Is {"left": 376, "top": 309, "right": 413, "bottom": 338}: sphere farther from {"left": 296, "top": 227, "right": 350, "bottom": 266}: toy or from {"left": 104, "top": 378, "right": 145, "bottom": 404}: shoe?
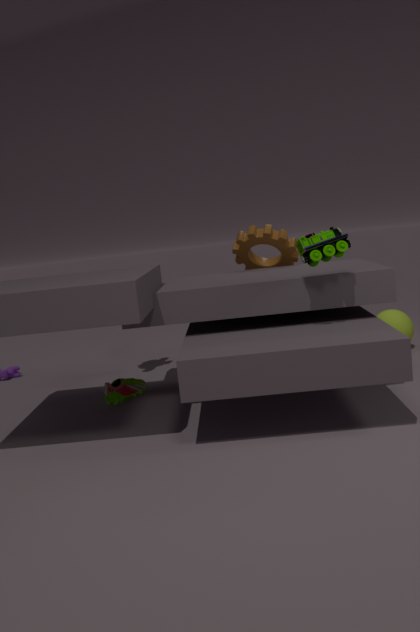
{"left": 104, "top": 378, "right": 145, "bottom": 404}: shoe
